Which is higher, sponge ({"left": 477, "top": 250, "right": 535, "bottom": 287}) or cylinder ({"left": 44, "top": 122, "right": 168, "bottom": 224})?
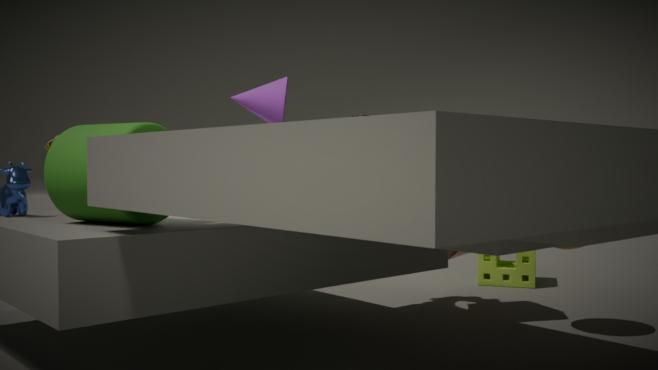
cylinder ({"left": 44, "top": 122, "right": 168, "bottom": 224})
